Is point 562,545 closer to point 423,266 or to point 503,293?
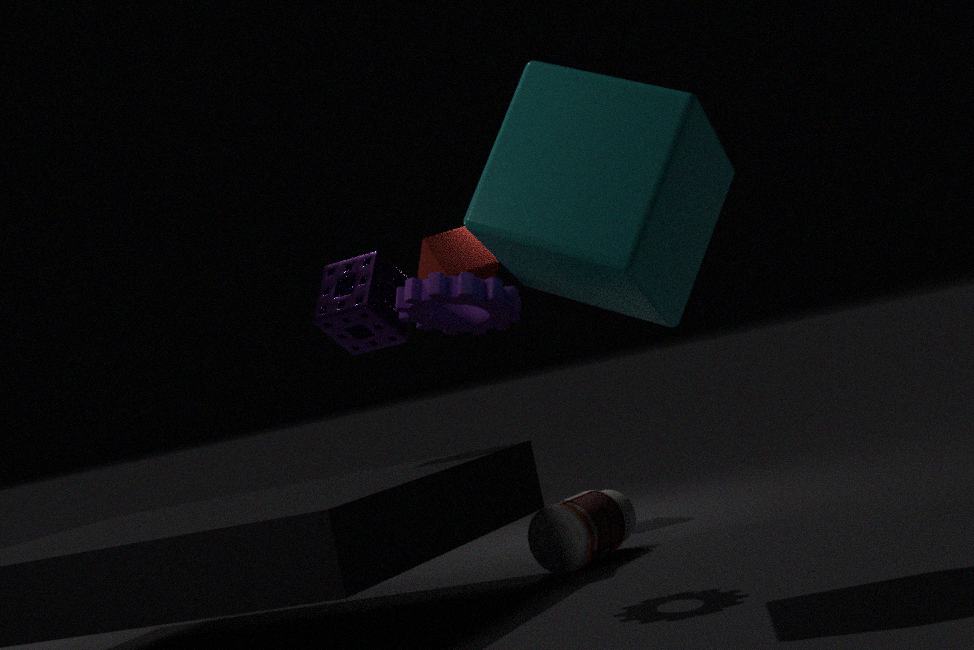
point 503,293
